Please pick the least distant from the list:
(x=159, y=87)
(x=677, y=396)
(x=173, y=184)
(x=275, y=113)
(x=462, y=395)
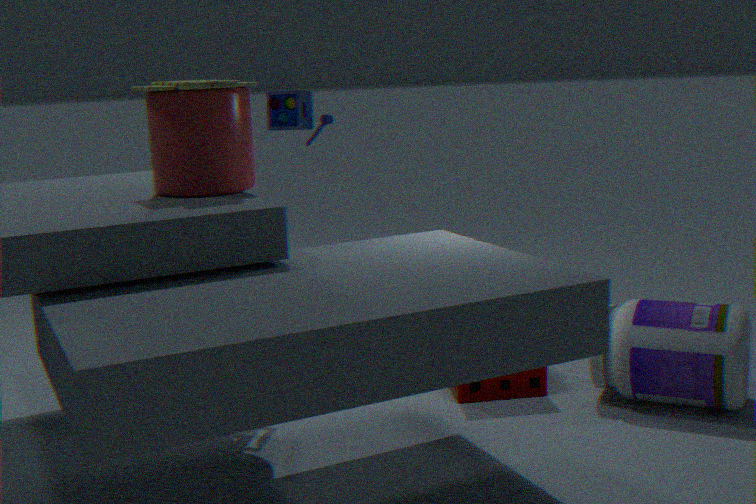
(x=159, y=87)
